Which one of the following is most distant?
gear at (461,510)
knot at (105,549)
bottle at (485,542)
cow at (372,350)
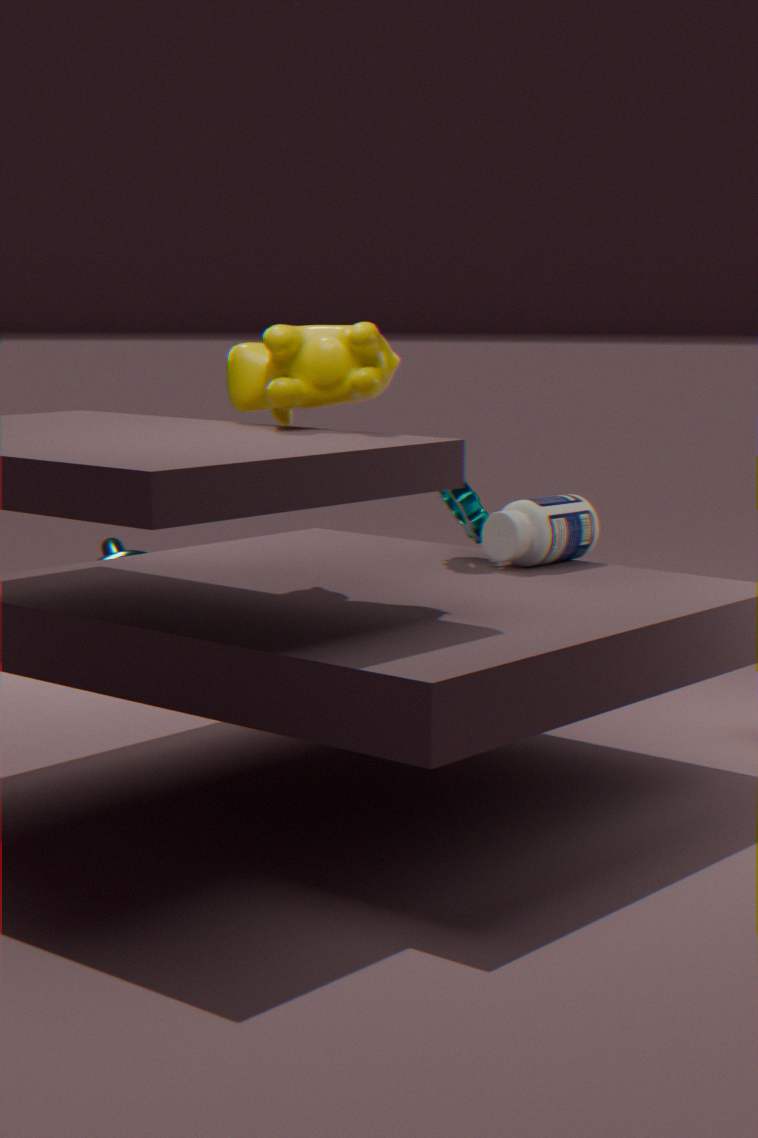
knot at (105,549)
